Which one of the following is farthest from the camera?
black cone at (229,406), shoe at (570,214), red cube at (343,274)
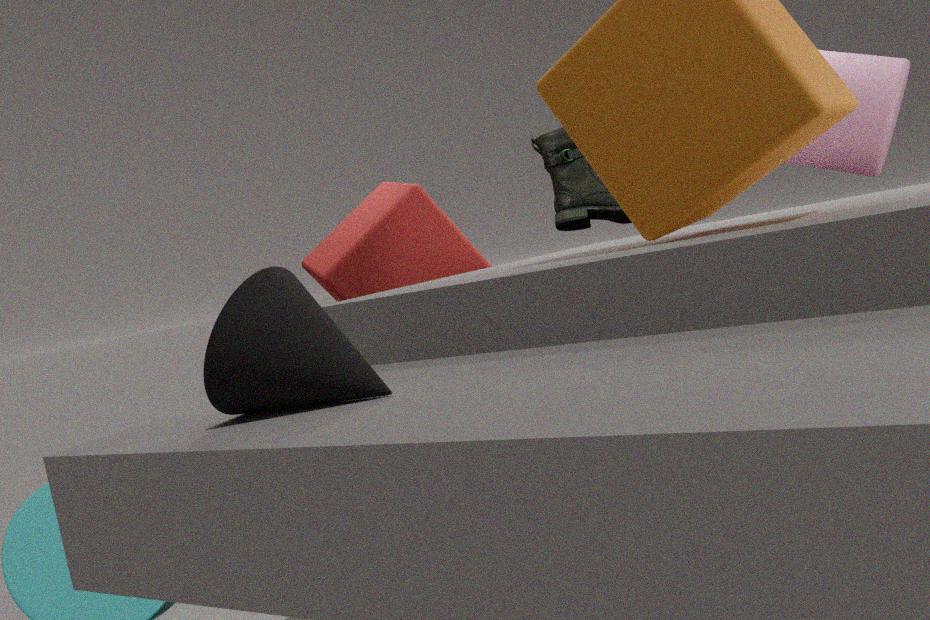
shoe at (570,214)
